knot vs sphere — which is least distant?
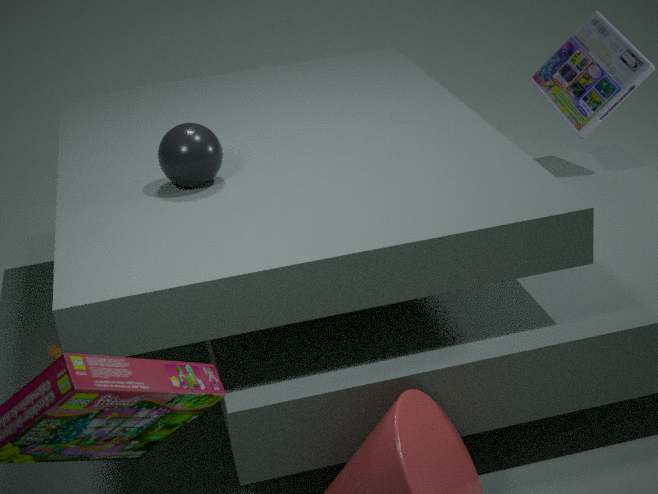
sphere
